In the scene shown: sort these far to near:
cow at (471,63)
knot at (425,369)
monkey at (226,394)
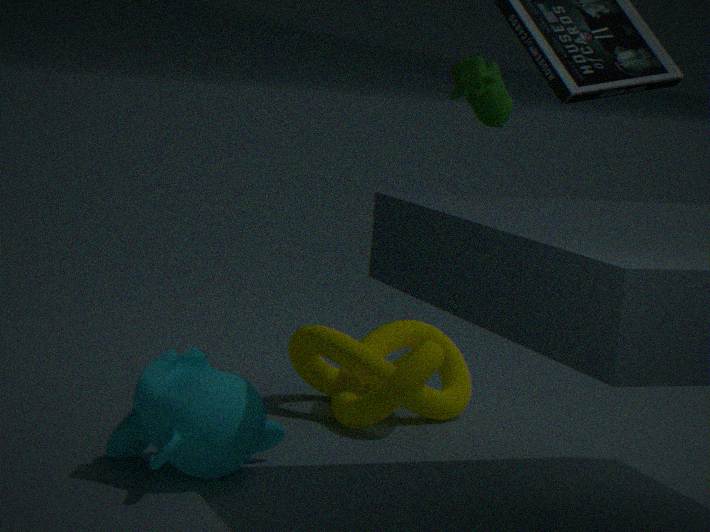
knot at (425,369) < cow at (471,63) < monkey at (226,394)
